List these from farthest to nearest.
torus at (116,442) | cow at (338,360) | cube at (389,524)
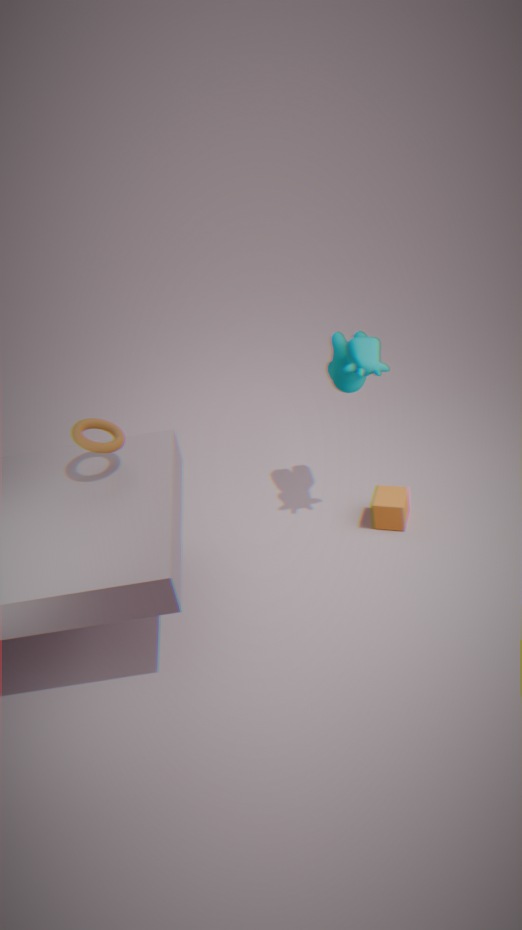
cube at (389,524), cow at (338,360), torus at (116,442)
